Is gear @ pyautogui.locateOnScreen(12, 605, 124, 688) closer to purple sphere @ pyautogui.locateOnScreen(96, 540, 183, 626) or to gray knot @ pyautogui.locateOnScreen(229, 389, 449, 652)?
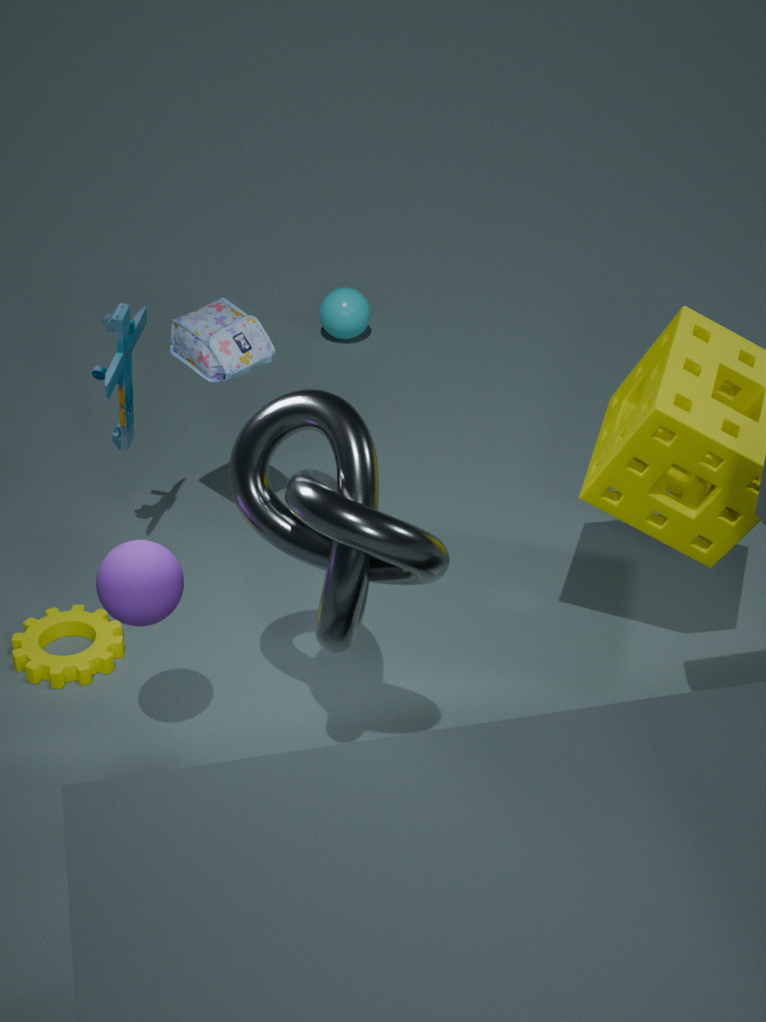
purple sphere @ pyautogui.locateOnScreen(96, 540, 183, 626)
